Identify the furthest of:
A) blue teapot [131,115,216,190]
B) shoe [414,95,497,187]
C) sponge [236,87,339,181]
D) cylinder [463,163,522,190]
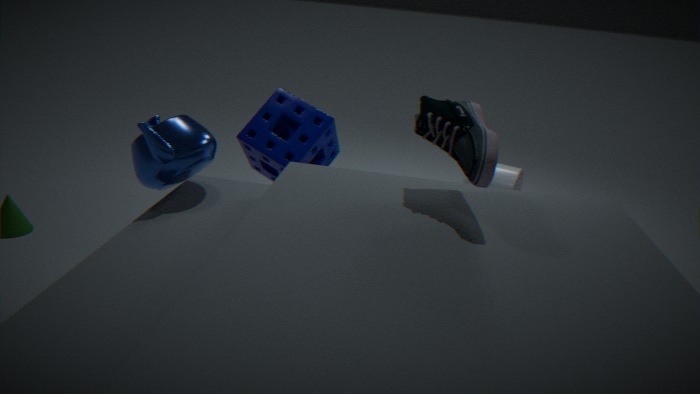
cylinder [463,163,522,190]
